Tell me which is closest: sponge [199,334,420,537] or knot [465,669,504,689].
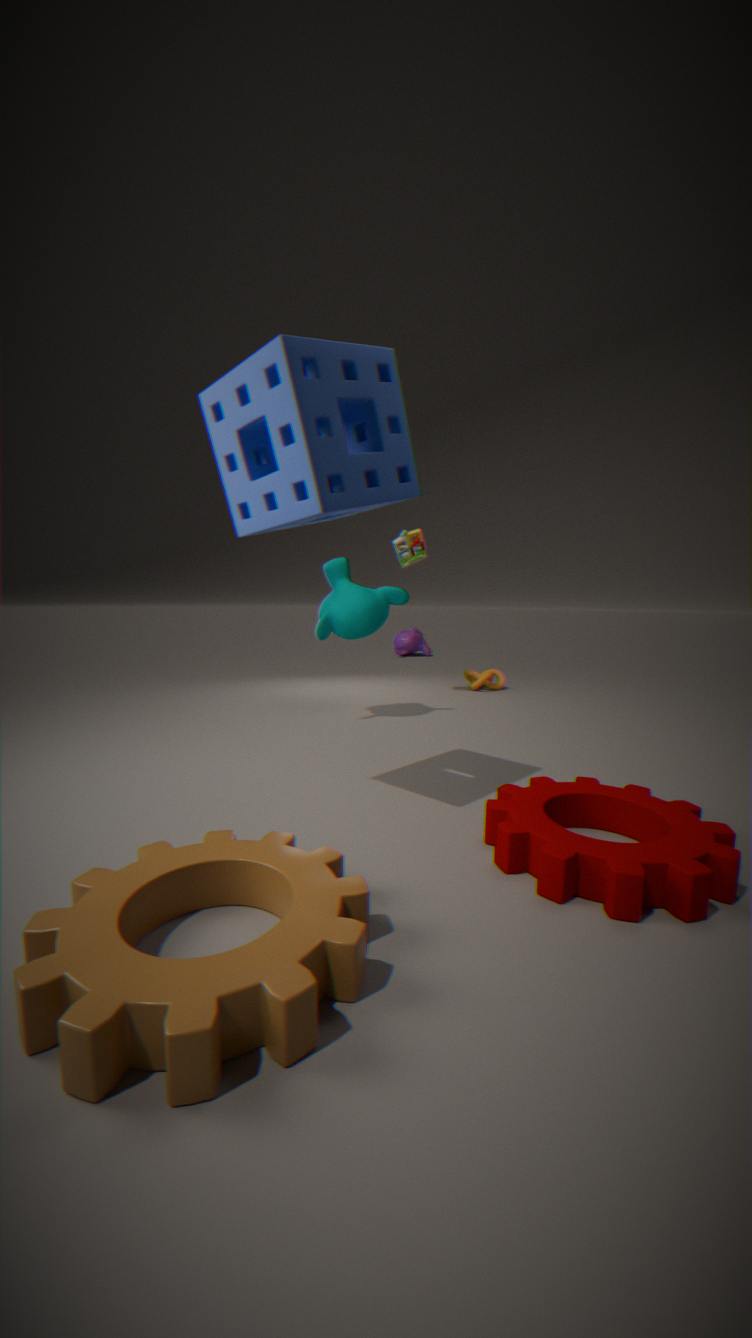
sponge [199,334,420,537]
